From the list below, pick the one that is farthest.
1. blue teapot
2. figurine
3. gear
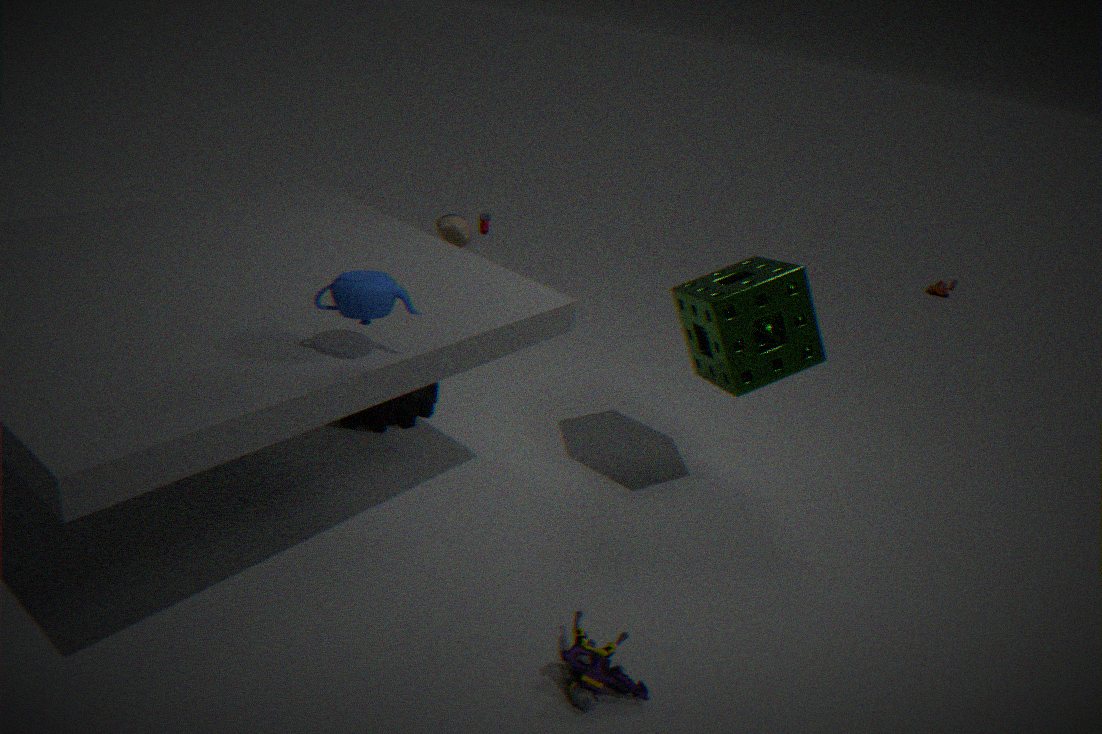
gear
